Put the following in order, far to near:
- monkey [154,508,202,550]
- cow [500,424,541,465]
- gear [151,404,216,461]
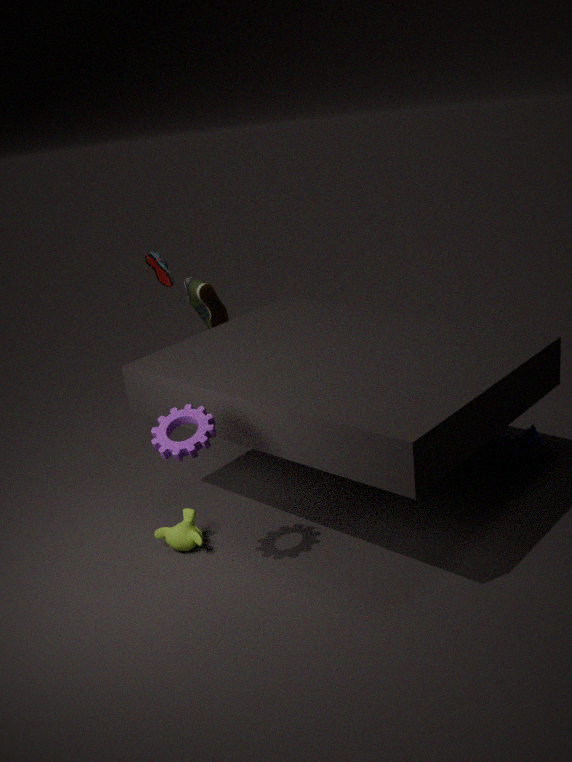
cow [500,424,541,465] → monkey [154,508,202,550] → gear [151,404,216,461]
